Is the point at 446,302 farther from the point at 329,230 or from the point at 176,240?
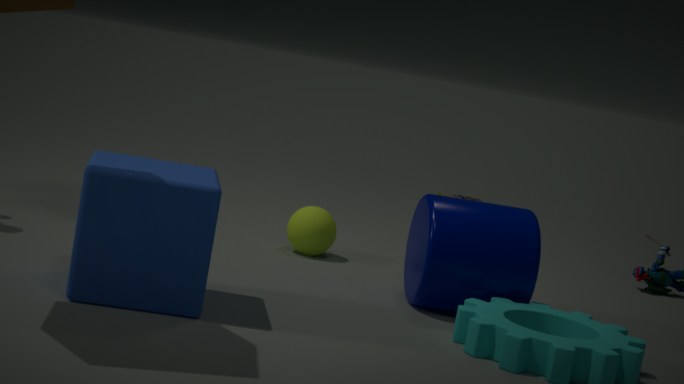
the point at 176,240
